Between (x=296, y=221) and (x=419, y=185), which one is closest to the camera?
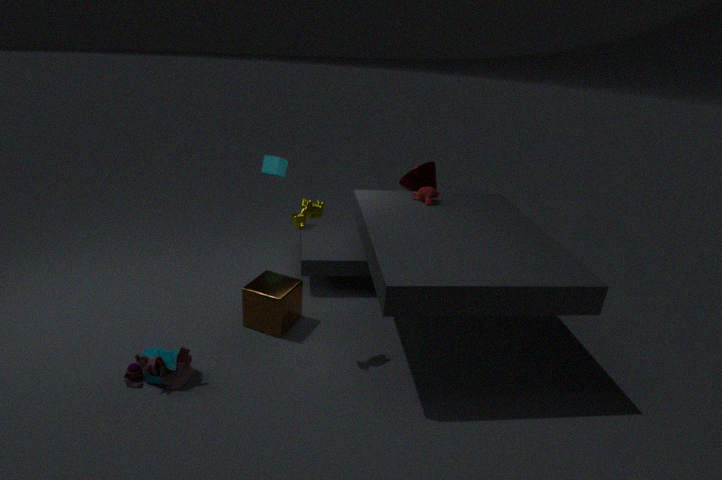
(x=296, y=221)
